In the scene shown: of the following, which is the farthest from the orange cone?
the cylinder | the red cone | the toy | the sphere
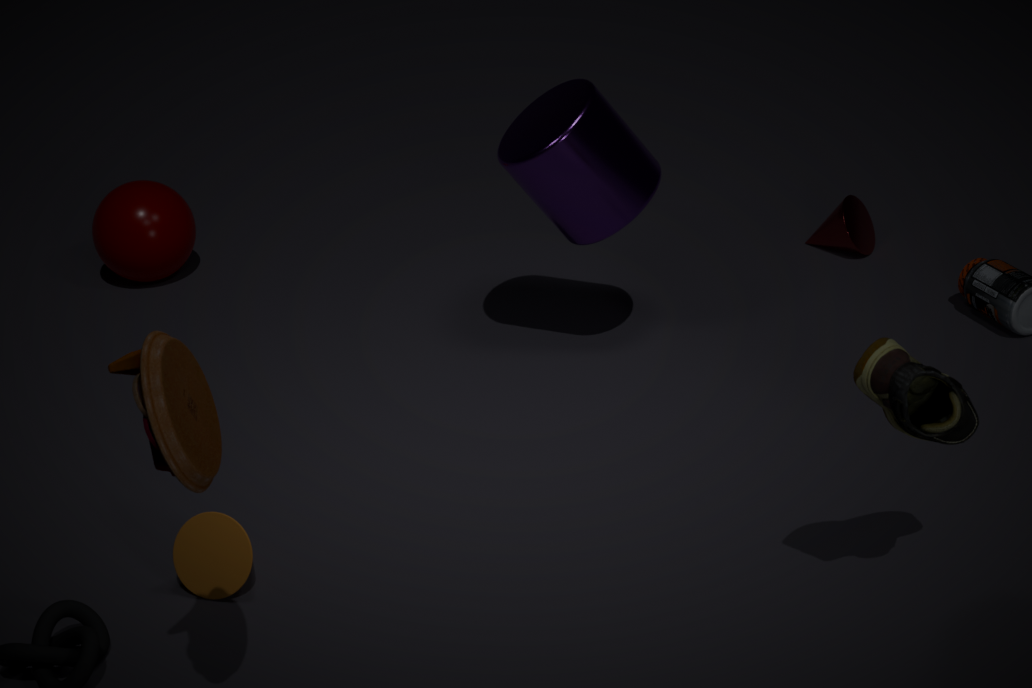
the red cone
